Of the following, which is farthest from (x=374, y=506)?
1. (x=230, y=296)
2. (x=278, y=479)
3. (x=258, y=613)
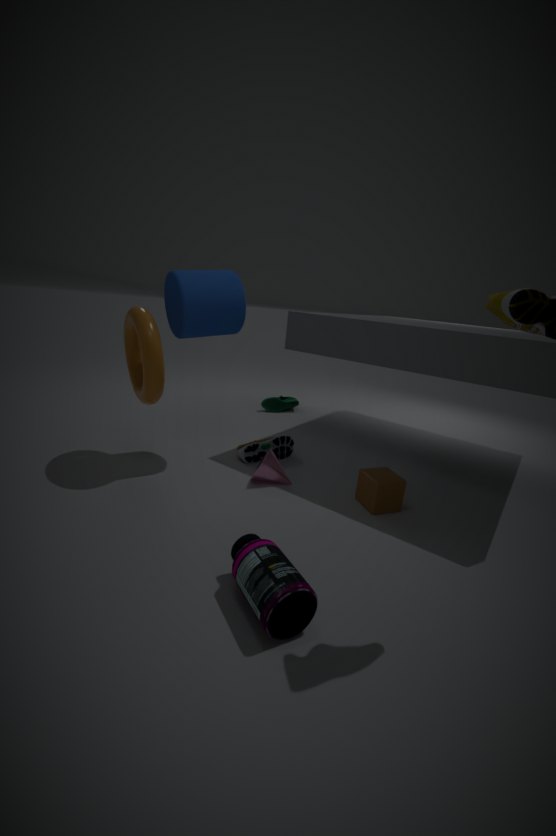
(x=230, y=296)
